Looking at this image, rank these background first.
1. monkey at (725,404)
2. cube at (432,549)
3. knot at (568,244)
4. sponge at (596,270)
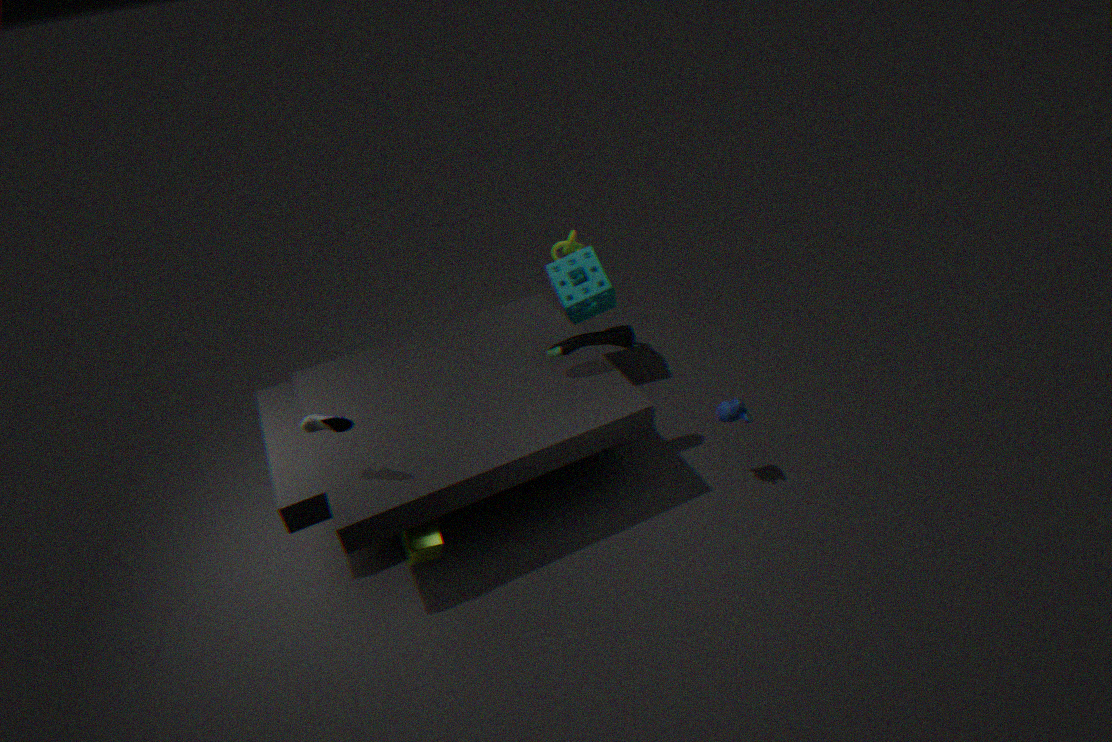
knot at (568,244) → sponge at (596,270) → monkey at (725,404) → cube at (432,549)
